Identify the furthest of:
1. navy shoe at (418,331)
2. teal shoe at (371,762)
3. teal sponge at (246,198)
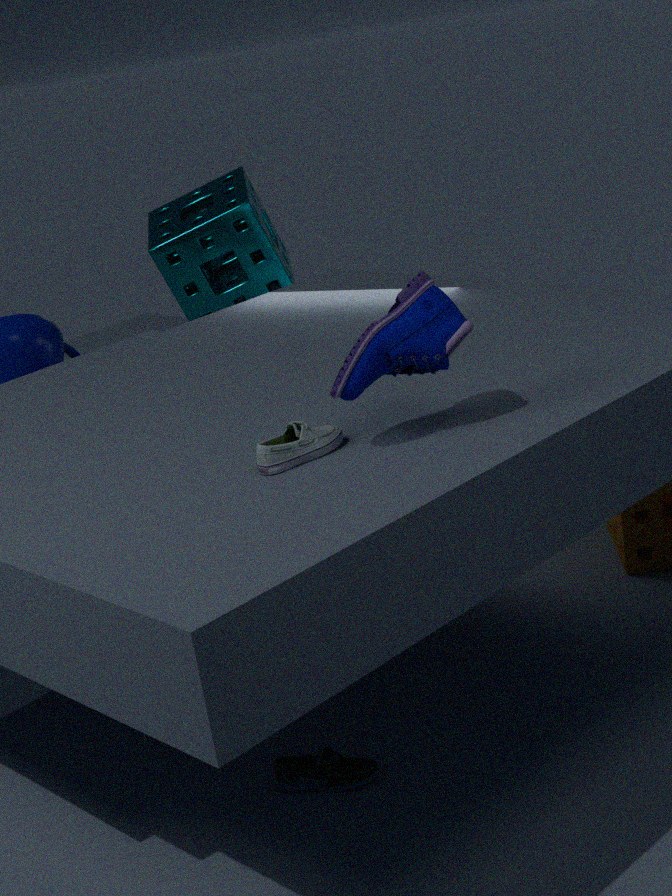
teal sponge at (246,198)
